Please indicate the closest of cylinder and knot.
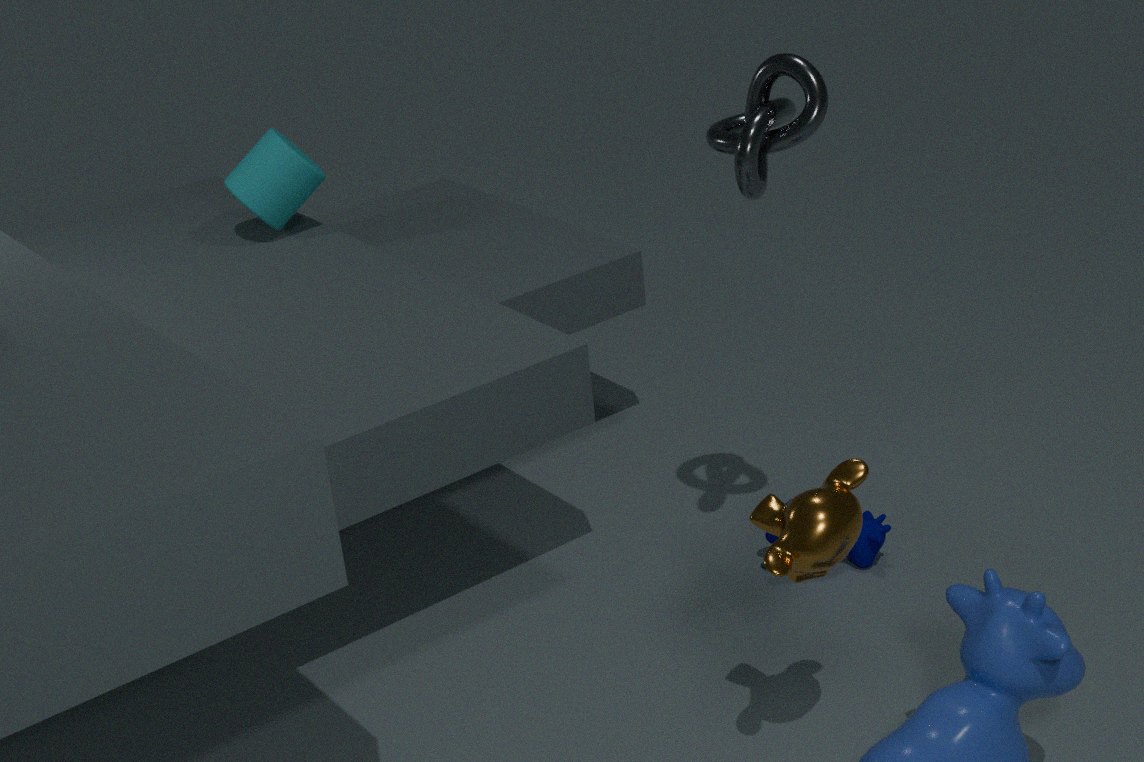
knot
